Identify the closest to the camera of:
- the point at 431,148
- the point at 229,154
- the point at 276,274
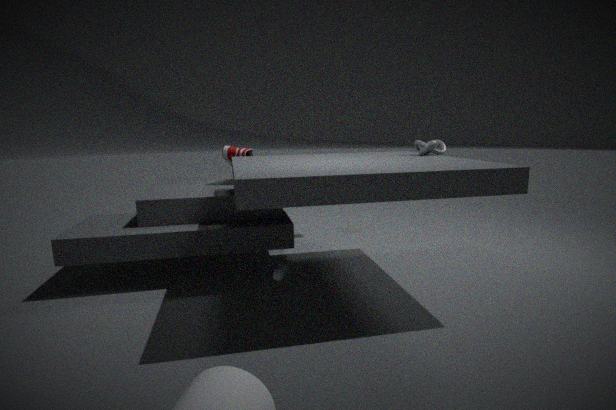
the point at 276,274
